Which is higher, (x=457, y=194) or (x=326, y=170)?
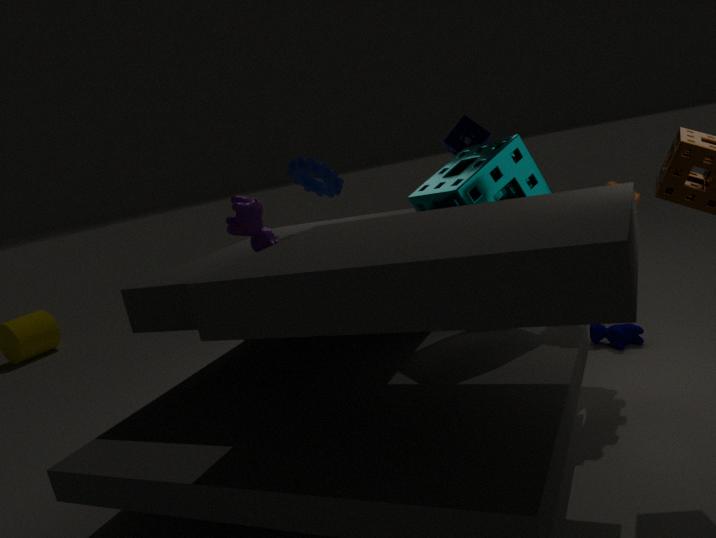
(x=326, y=170)
